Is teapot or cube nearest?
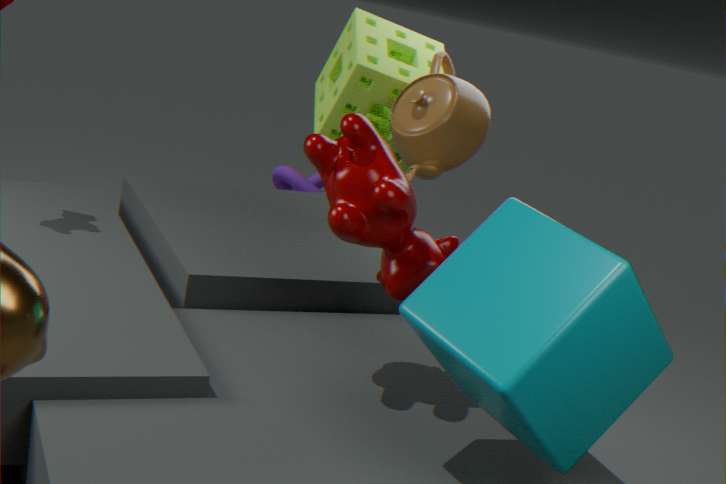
cube
